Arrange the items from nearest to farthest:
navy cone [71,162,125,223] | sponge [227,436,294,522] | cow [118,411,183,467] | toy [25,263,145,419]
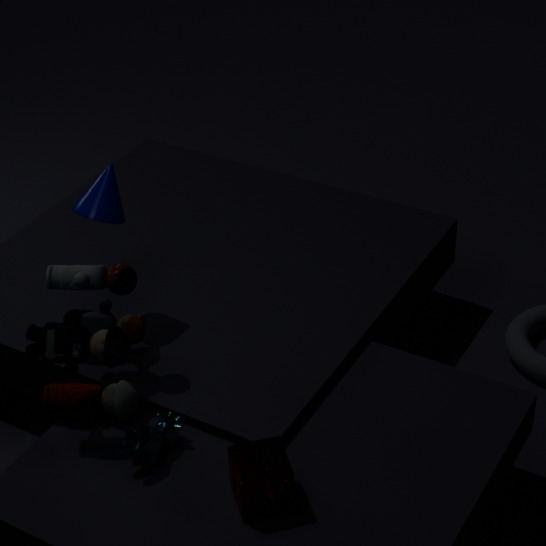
sponge [227,436,294,522] < cow [118,411,183,467] < toy [25,263,145,419] < navy cone [71,162,125,223]
